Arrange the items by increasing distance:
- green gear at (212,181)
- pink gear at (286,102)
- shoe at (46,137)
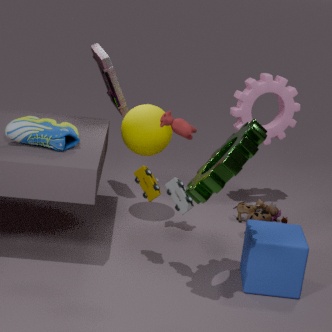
green gear at (212,181) < shoe at (46,137) < pink gear at (286,102)
